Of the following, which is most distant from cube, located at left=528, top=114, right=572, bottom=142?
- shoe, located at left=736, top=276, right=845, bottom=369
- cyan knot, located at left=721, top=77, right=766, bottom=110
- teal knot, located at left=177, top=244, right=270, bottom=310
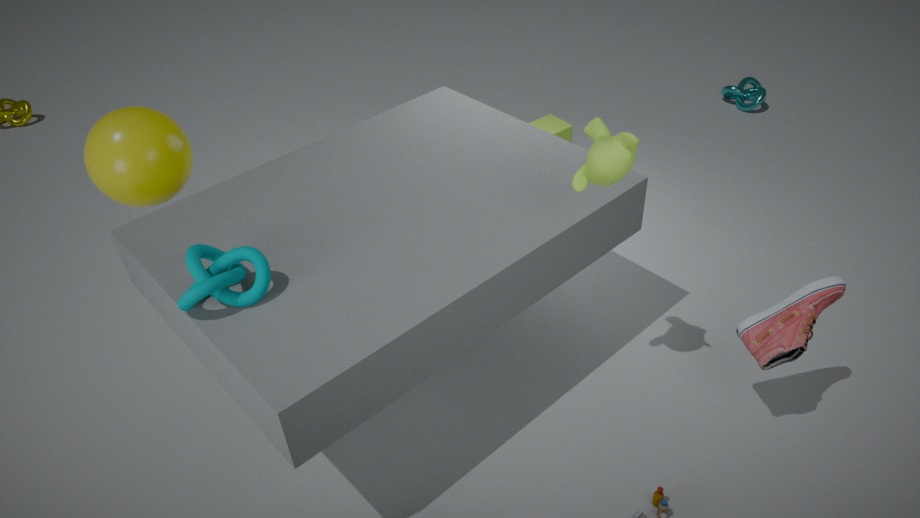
teal knot, located at left=177, top=244, right=270, bottom=310
